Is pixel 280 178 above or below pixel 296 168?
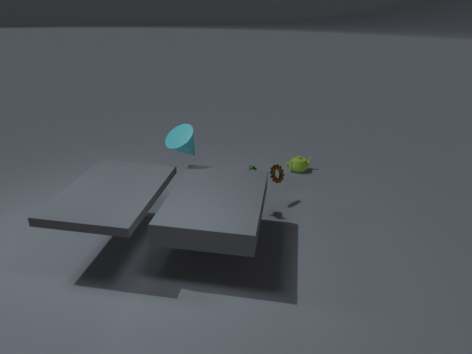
above
